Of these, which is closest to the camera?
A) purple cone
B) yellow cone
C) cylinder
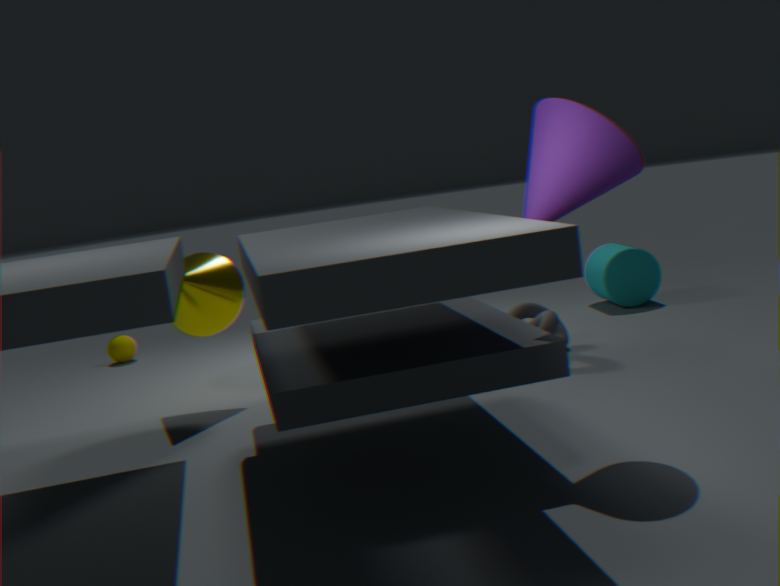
purple cone
